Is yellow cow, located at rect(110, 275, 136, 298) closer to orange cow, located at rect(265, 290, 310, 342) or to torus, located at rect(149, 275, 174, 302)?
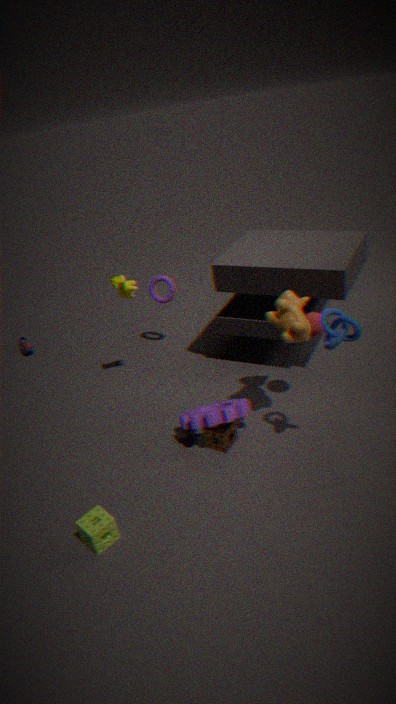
torus, located at rect(149, 275, 174, 302)
